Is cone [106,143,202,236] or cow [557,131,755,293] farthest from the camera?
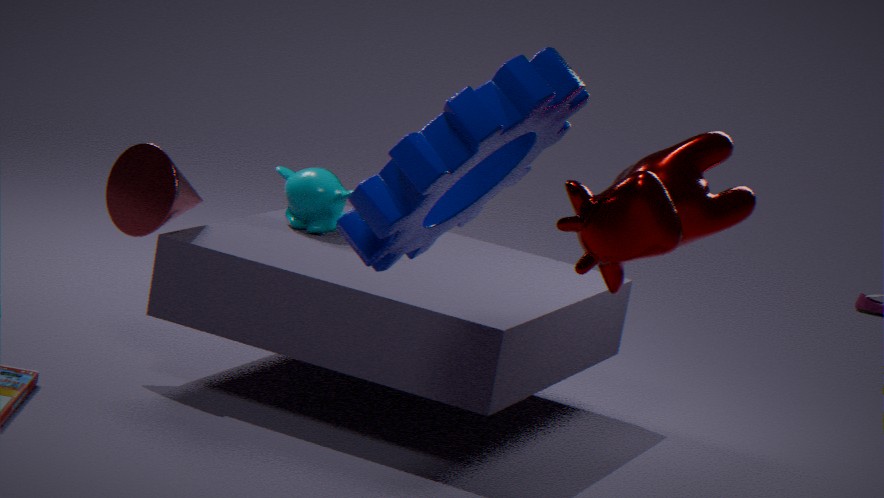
cone [106,143,202,236]
